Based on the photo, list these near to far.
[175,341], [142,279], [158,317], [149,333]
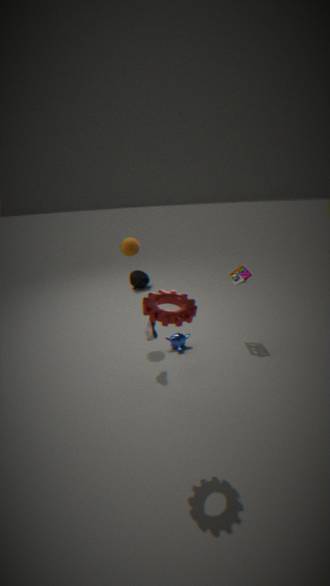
1. [158,317]
2. [149,333]
3. [175,341]
4. [142,279]
